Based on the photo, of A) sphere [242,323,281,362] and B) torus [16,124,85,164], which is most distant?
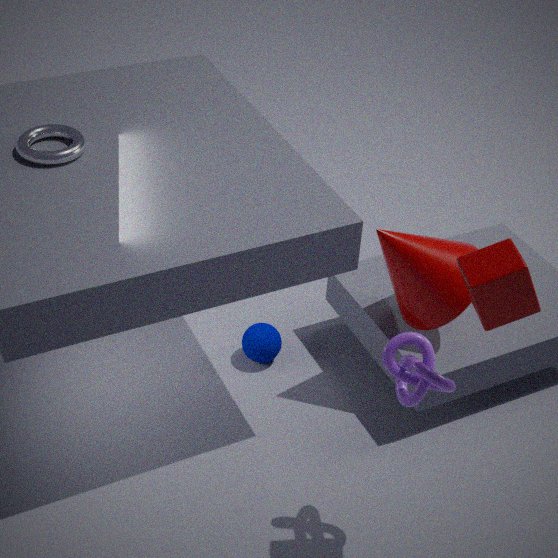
A. sphere [242,323,281,362]
